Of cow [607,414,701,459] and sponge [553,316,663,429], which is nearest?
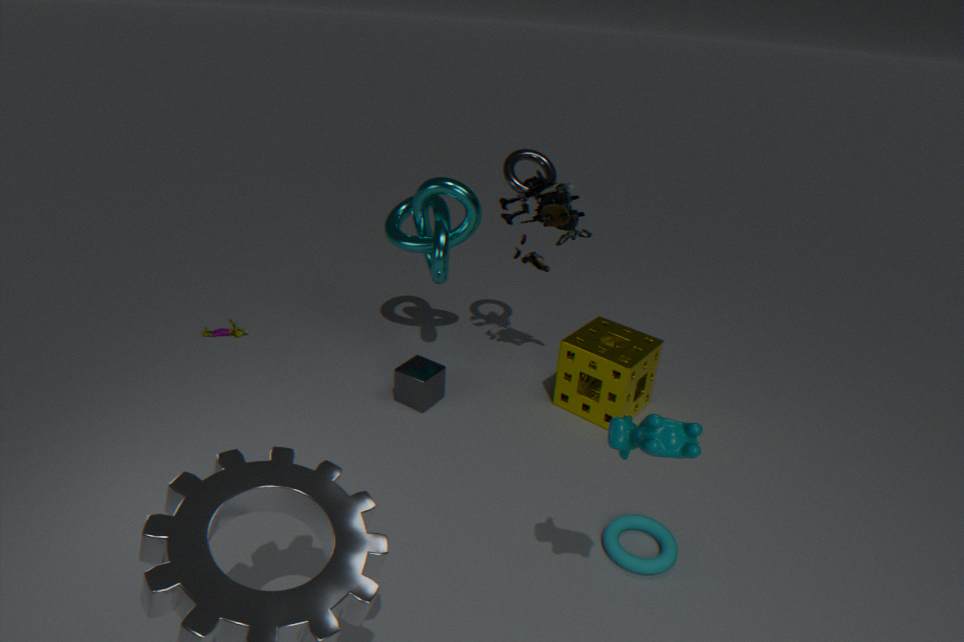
cow [607,414,701,459]
